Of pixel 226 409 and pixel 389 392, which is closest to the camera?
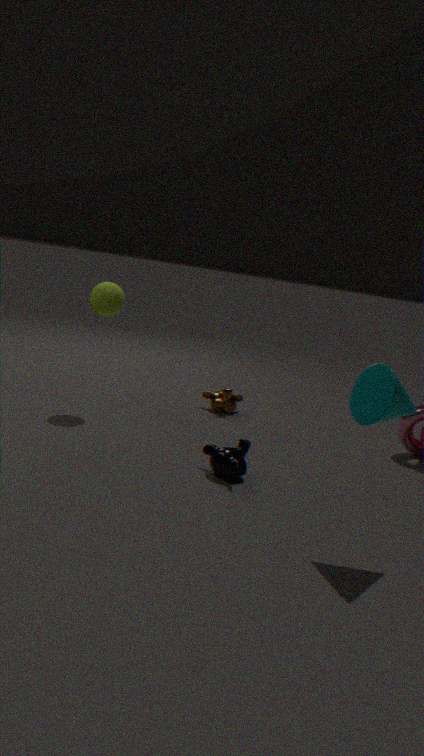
pixel 389 392
